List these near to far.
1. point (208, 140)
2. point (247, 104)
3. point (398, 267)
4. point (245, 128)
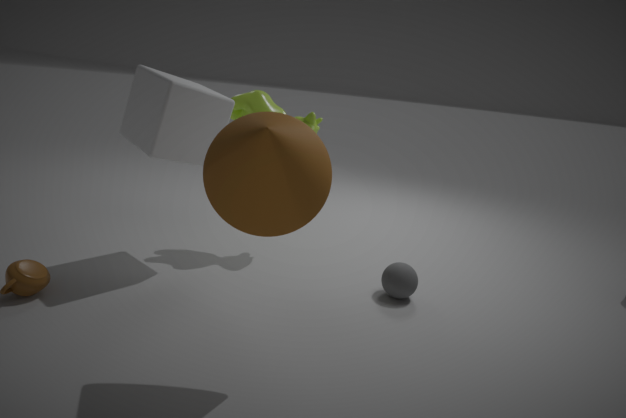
point (245, 128) < point (398, 267) < point (208, 140) < point (247, 104)
